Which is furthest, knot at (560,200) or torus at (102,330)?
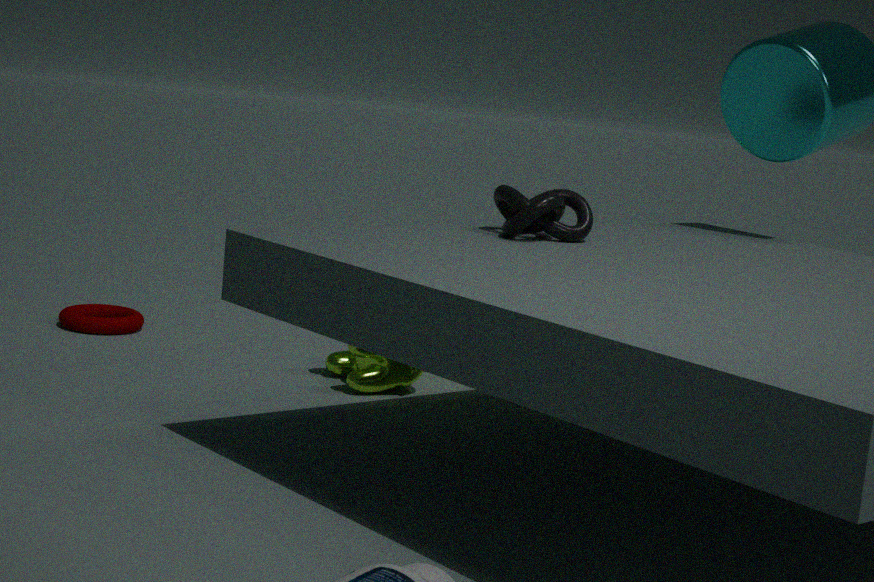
torus at (102,330)
